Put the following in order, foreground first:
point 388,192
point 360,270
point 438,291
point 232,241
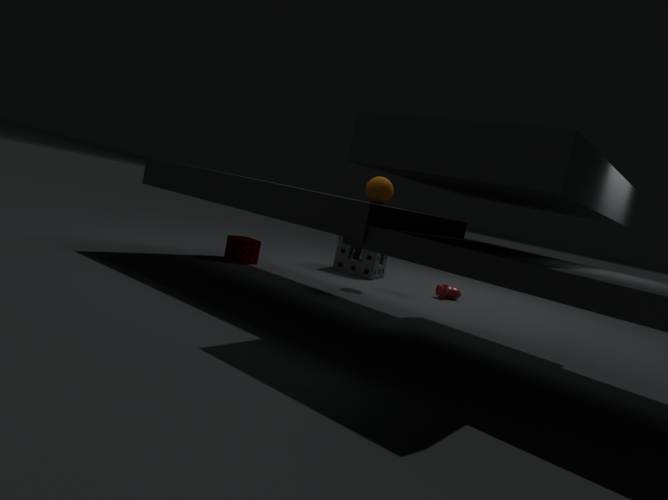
point 388,192 → point 232,241 → point 438,291 → point 360,270
